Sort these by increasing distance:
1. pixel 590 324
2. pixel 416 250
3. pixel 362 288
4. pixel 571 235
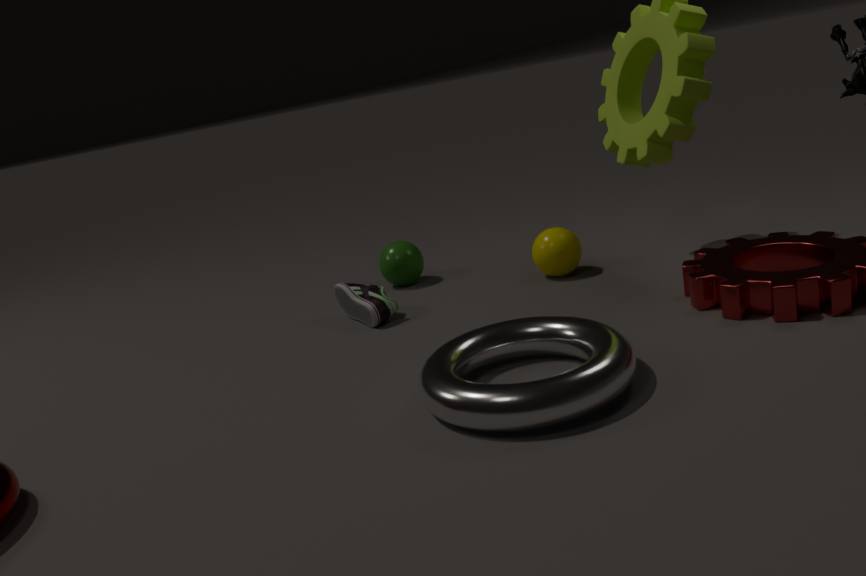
1. pixel 590 324
2. pixel 362 288
3. pixel 571 235
4. pixel 416 250
